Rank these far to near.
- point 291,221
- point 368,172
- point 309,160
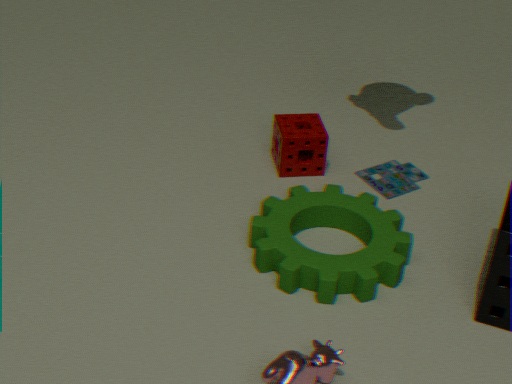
Result: point 368,172 < point 309,160 < point 291,221
